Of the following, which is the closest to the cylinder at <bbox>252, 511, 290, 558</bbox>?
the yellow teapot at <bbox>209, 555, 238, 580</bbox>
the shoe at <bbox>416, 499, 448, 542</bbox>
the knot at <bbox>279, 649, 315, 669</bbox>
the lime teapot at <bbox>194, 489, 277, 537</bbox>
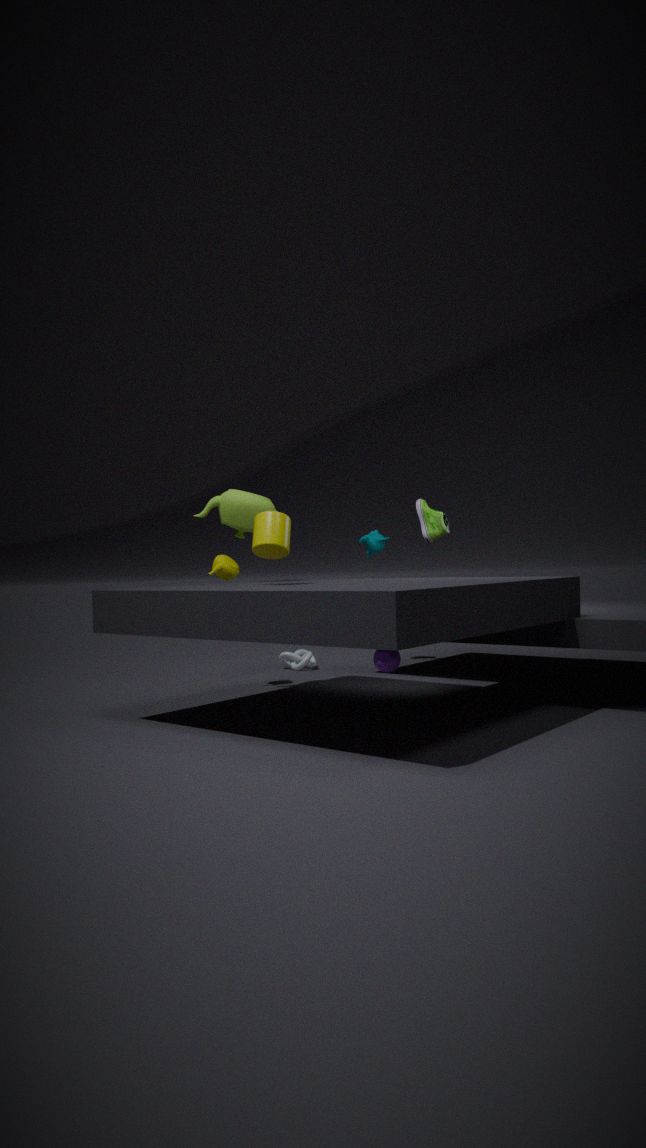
the lime teapot at <bbox>194, 489, 277, 537</bbox>
